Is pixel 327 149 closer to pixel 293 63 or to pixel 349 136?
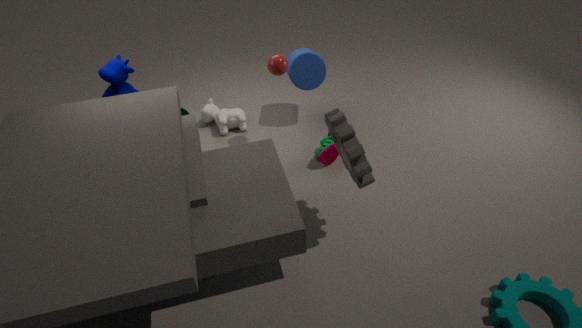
pixel 293 63
